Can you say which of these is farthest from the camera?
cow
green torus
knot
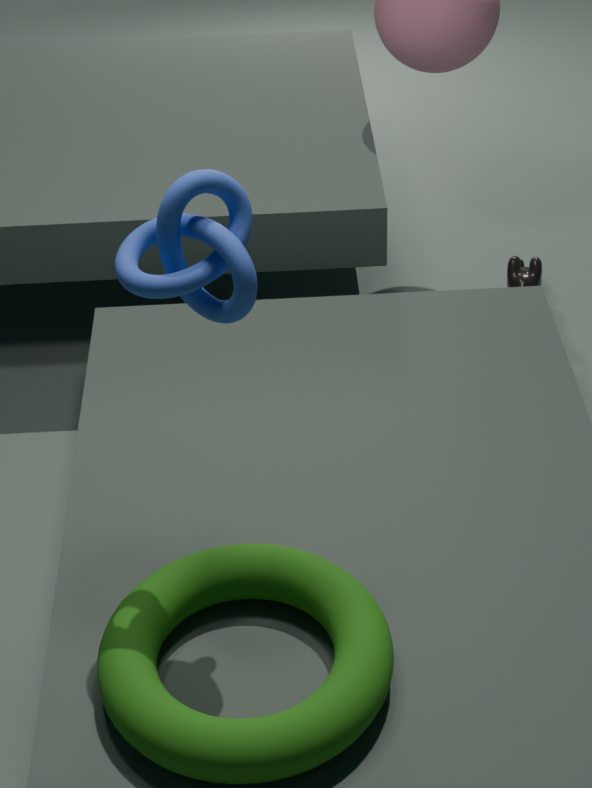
cow
